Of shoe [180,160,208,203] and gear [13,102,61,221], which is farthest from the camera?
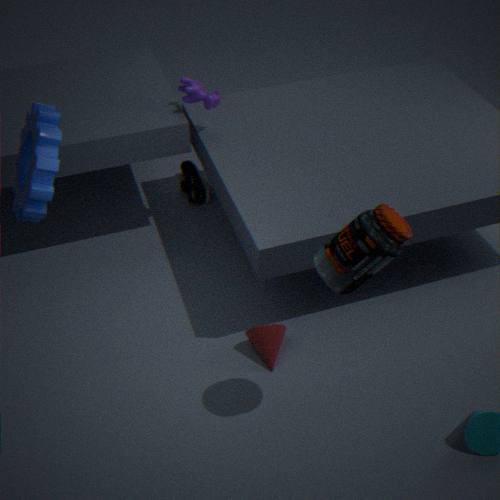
shoe [180,160,208,203]
